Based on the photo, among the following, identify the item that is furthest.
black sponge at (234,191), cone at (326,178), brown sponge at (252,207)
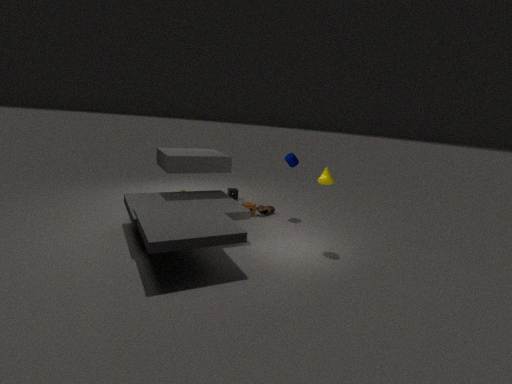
black sponge at (234,191)
